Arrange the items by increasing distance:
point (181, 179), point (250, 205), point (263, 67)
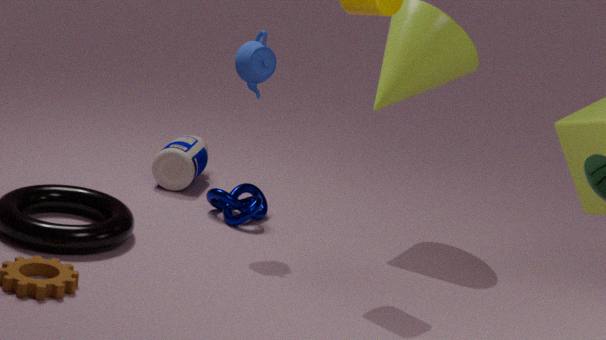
1. point (263, 67)
2. point (250, 205)
3. point (181, 179)
